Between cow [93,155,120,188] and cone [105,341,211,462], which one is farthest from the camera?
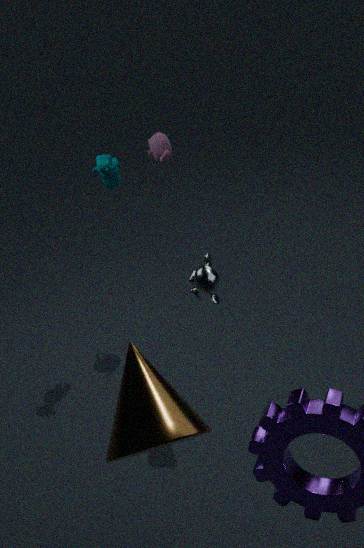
cow [93,155,120,188]
